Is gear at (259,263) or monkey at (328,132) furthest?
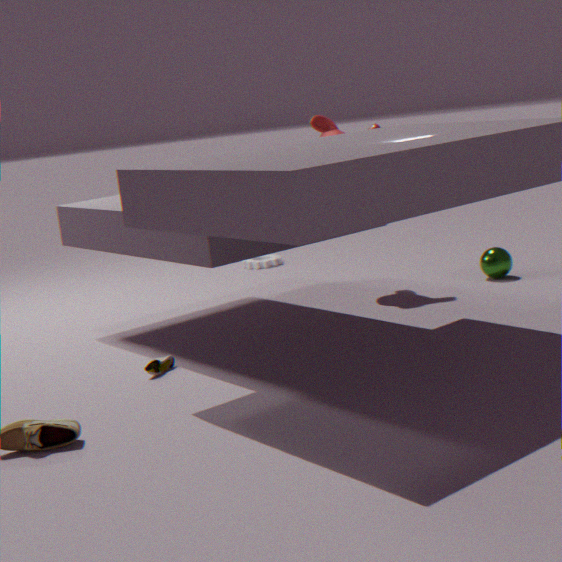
gear at (259,263)
